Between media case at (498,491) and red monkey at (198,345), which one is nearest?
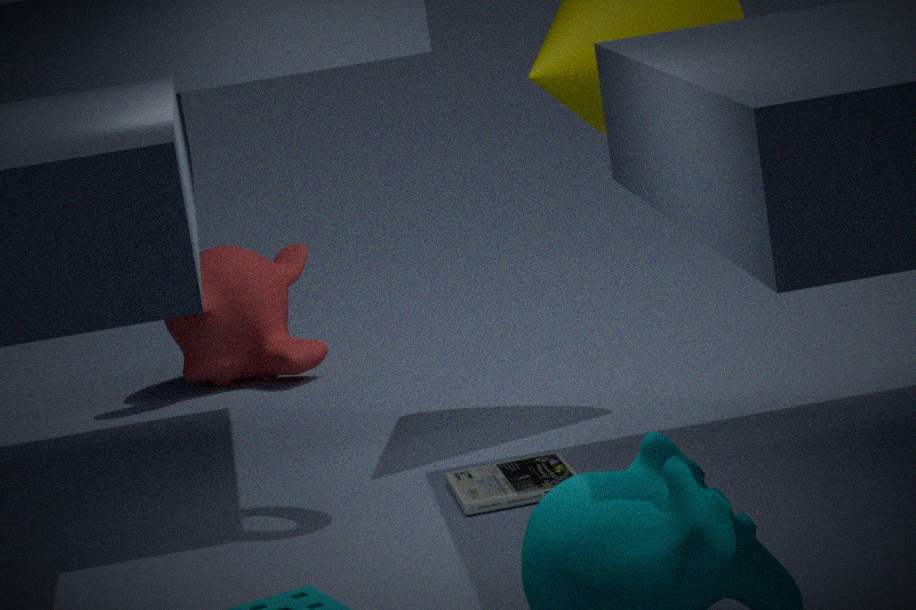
media case at (498,491)
